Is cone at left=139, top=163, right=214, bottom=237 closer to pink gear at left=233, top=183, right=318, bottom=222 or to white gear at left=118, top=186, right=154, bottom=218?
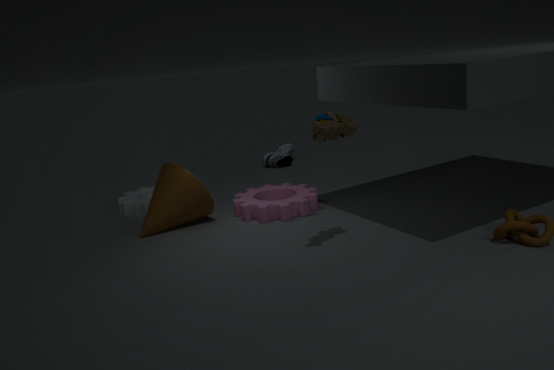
white gear at left=118, top=186, right=154, bottom=218
